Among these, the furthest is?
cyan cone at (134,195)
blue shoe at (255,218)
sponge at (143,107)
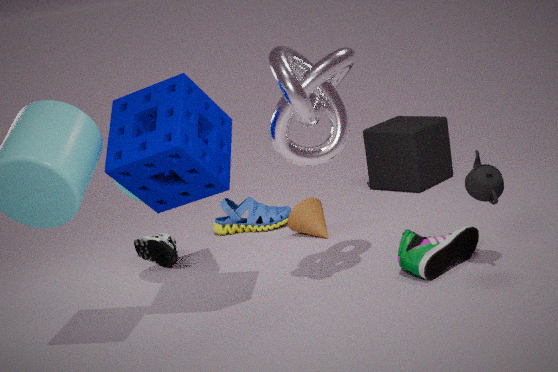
blue shoe at (255,218)
